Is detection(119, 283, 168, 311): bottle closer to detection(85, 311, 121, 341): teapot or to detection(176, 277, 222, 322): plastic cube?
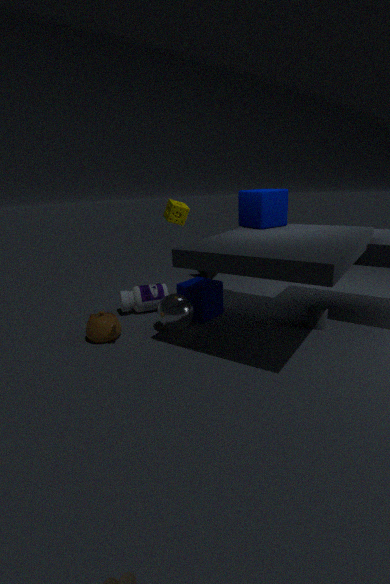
detection(176, 277, 222, 322): plastic cube
